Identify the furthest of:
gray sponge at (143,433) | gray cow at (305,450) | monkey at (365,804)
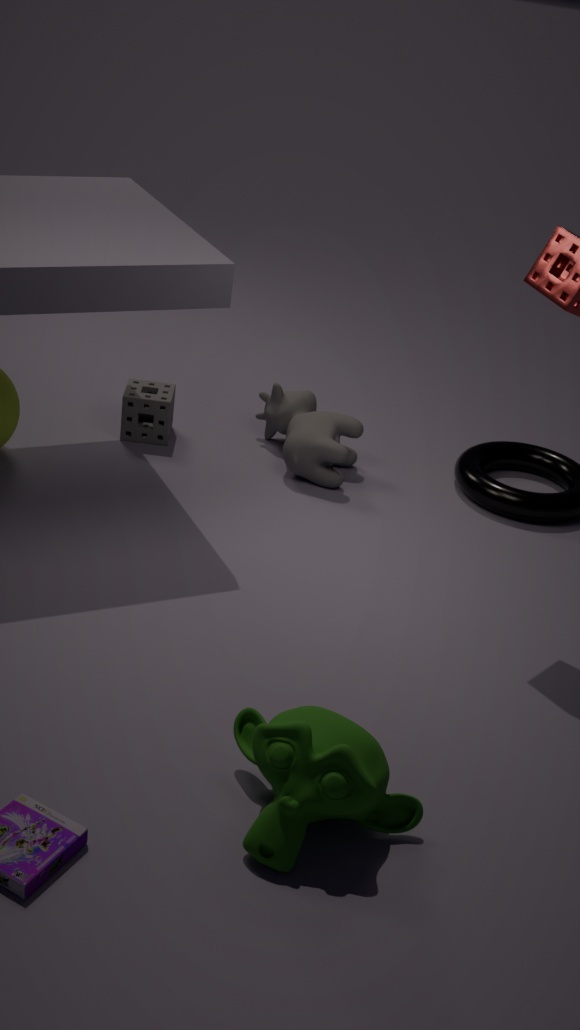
gray sponge at (143,433)
